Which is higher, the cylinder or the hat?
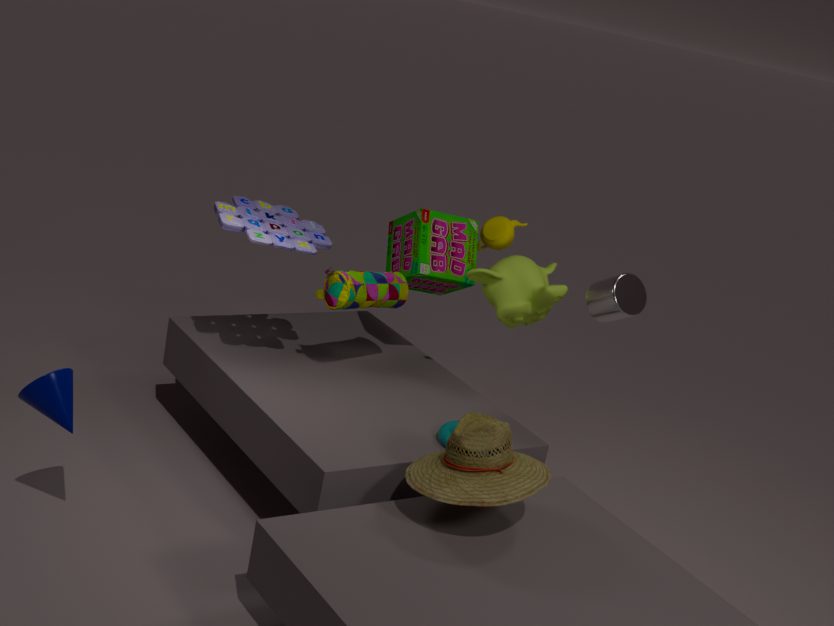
the cylinder
